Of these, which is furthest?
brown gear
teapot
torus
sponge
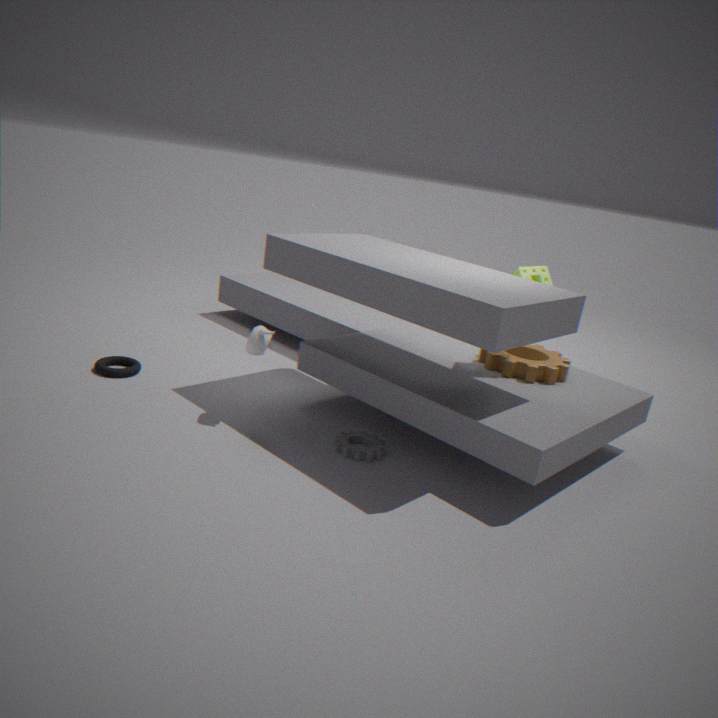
torus
